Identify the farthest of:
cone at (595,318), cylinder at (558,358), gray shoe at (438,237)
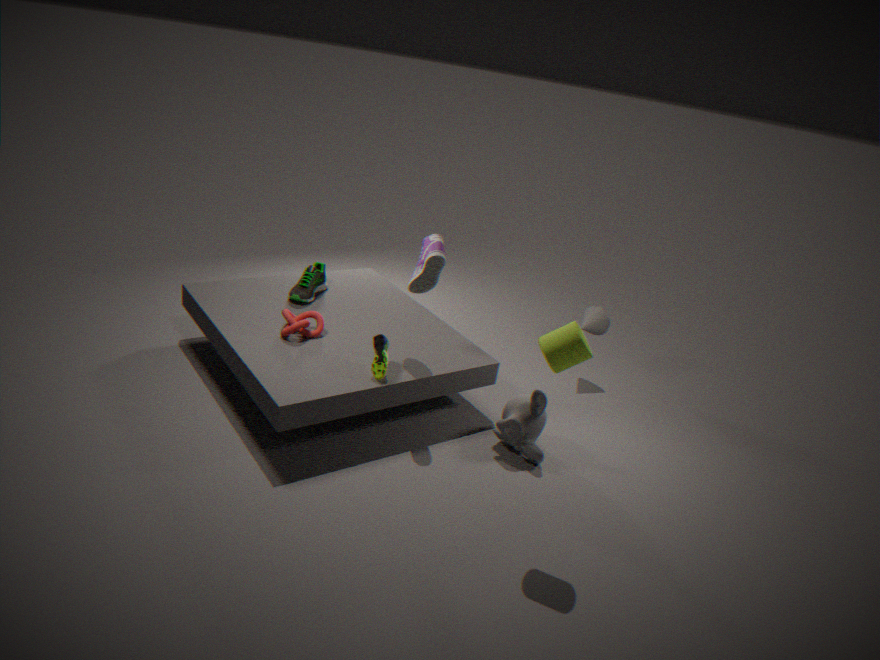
cone at (595,318)
